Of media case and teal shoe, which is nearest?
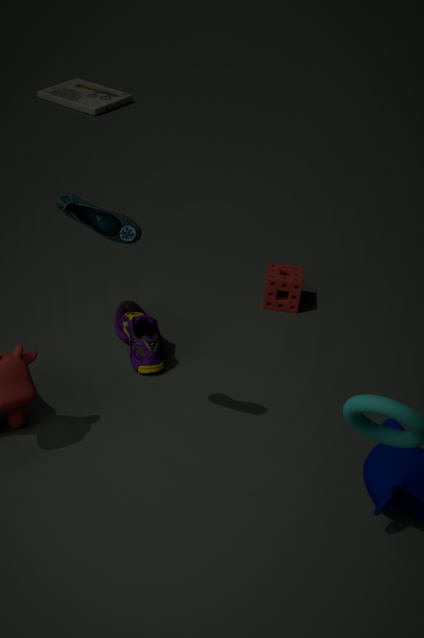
teal shoe
